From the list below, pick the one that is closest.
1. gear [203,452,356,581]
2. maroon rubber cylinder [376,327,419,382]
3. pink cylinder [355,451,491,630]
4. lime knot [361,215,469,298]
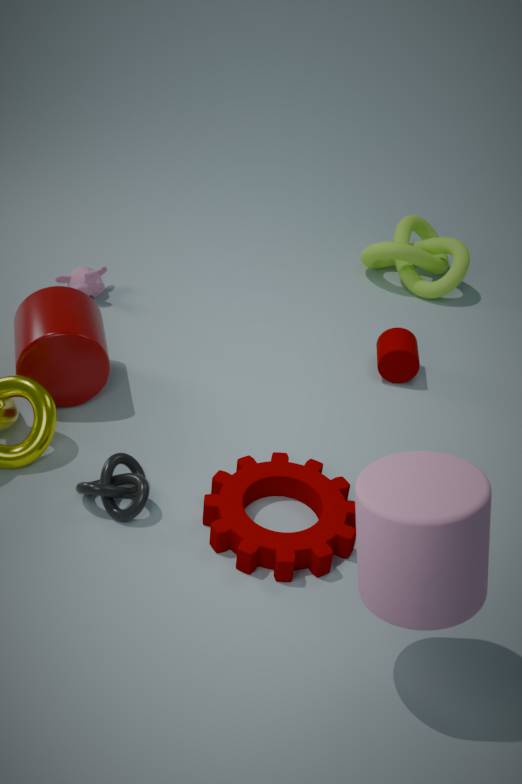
pink cylinder [355,451,491,630]
